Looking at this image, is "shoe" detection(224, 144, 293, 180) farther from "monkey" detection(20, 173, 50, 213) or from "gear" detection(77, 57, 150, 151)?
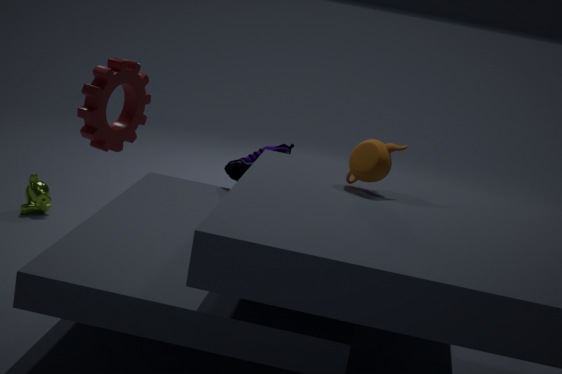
"gear" detection(77, 57, 150, 151)
